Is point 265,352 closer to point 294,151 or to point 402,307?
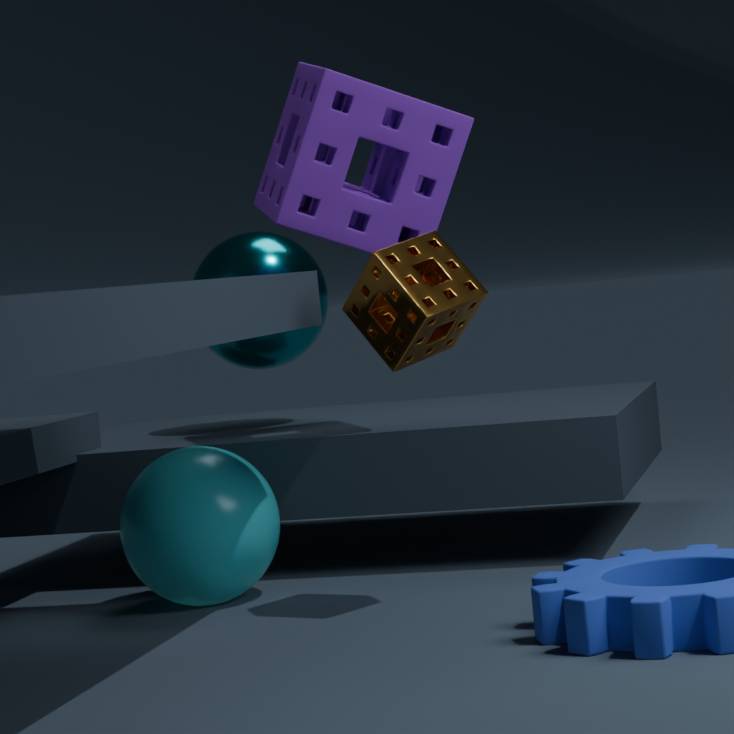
point 294,151
